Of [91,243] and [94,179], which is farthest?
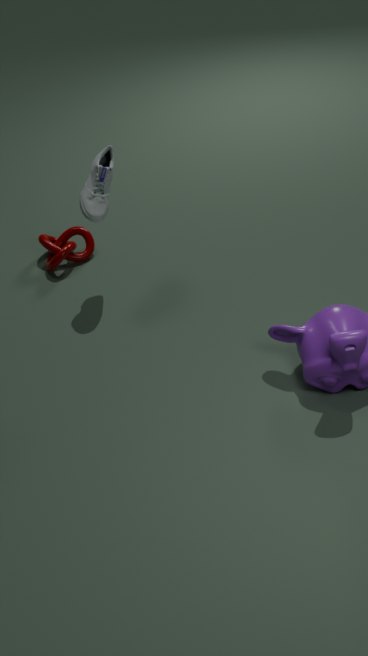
[91,243]
